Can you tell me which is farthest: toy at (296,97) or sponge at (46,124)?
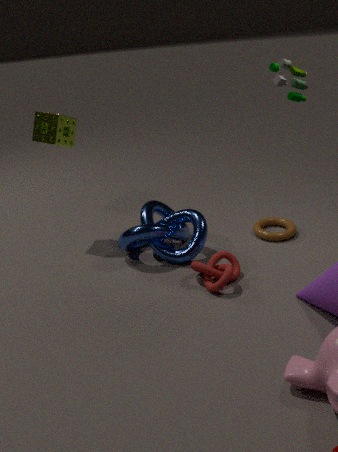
sponge at (46,124)
